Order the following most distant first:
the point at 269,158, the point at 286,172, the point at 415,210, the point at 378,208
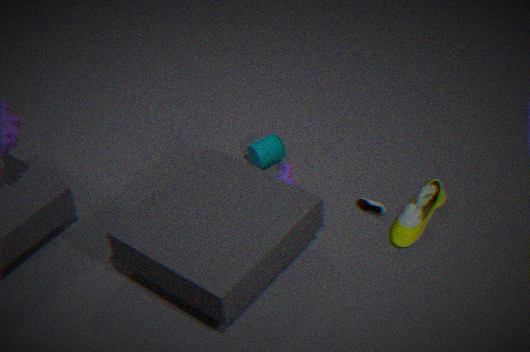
1. the point at 269,158
2. the point at 286,172
3. the point at 378,208
4. the point at 415,210
